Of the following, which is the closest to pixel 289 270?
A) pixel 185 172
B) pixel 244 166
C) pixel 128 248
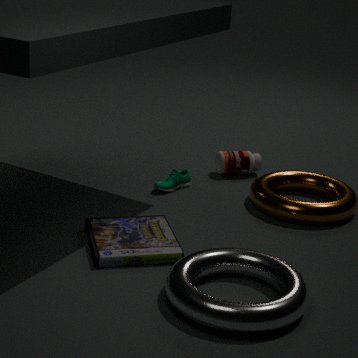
pixel 128 248
